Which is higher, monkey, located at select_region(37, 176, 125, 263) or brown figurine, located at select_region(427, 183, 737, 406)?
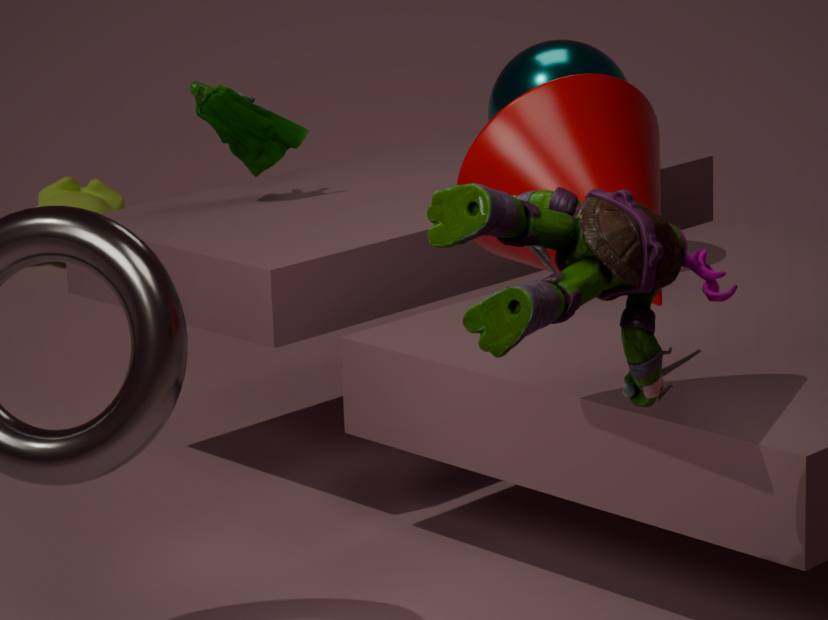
brown figurine, located at select_region(427, 183, 737, 406)
